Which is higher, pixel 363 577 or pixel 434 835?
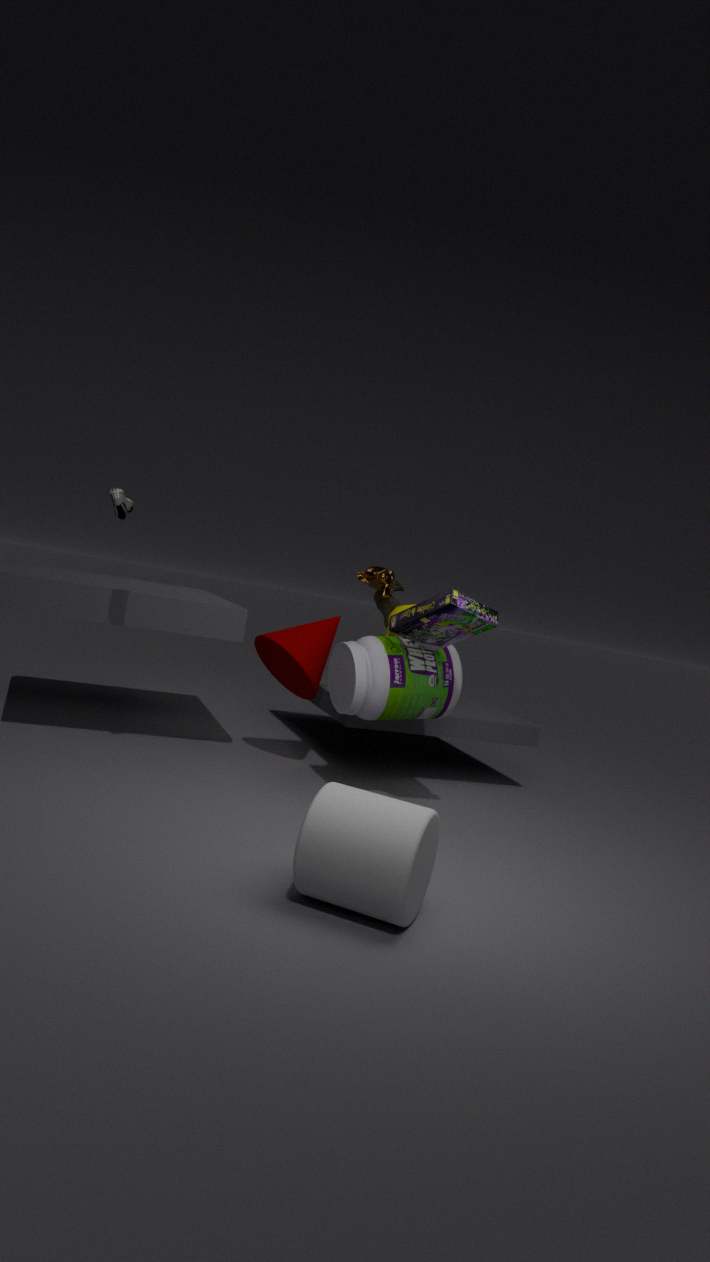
pixel 363 577
